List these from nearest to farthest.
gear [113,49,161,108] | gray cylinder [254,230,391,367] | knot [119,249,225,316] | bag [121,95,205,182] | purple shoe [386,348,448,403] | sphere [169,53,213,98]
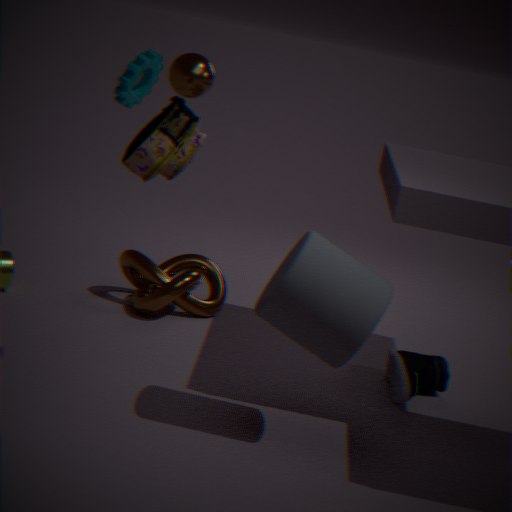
gray cylinder [254,230,391,367], bag [121,95,205,182], sphere [169,53,213,98], purple shoe [386,348,448,403], gear [113,49,161,108], knot [119,249,225,316]
